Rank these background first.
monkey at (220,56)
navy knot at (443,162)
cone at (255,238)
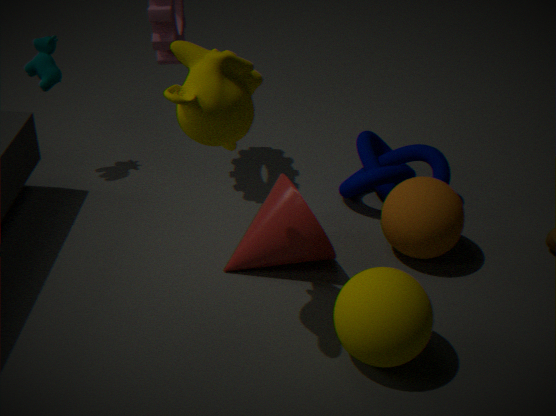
navy knot at (443,162), cone at (255,238), monkey at (220,56)
